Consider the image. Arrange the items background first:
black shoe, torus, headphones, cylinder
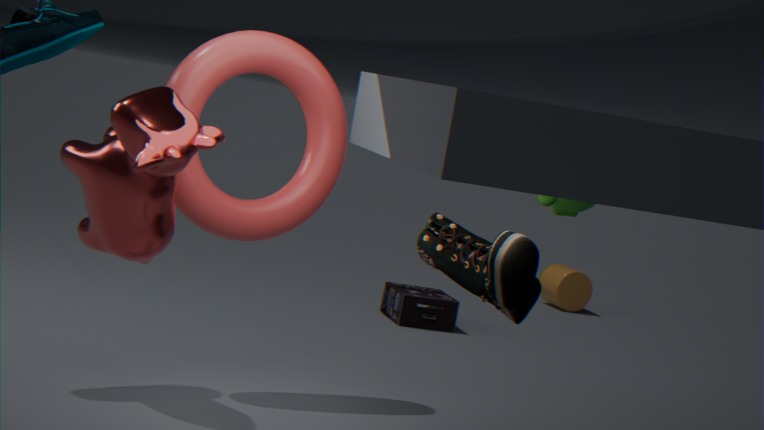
cylinder < headphones < torus < black shoe
